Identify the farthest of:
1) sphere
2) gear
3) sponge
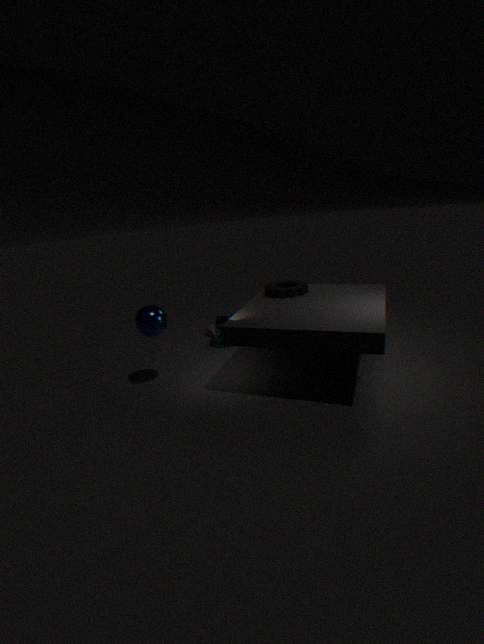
3. sponge
